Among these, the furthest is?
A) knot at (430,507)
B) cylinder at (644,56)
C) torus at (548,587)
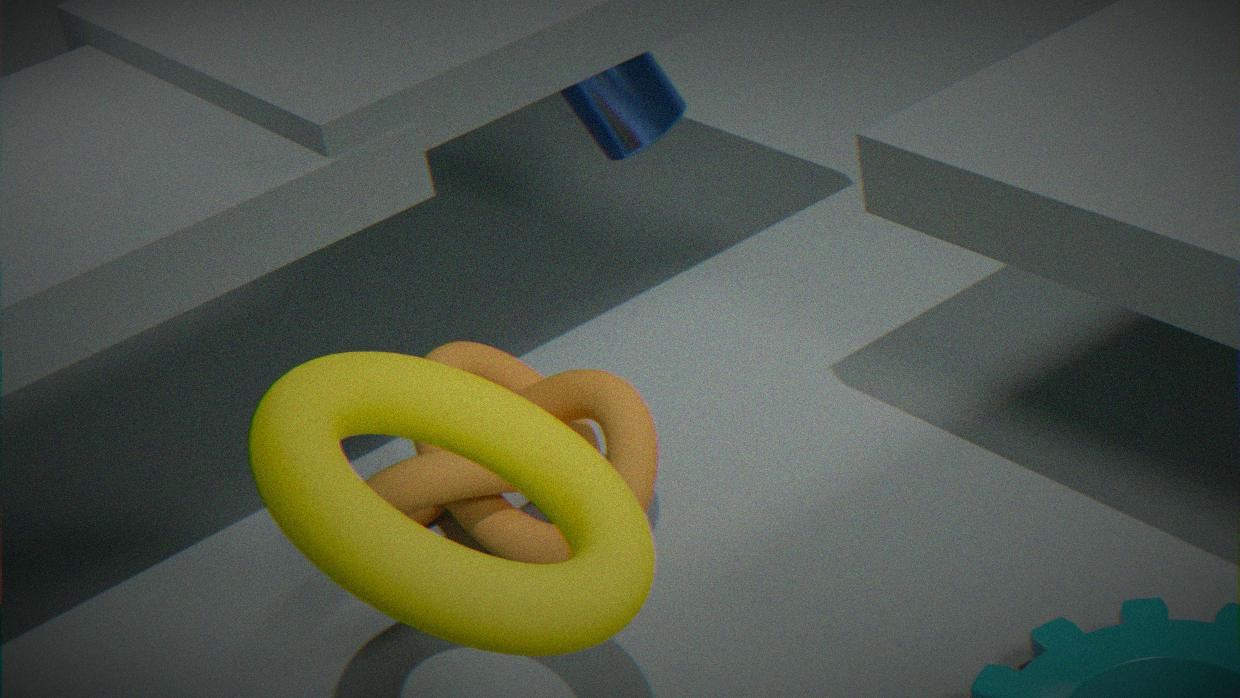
cylinder at (644,56)
